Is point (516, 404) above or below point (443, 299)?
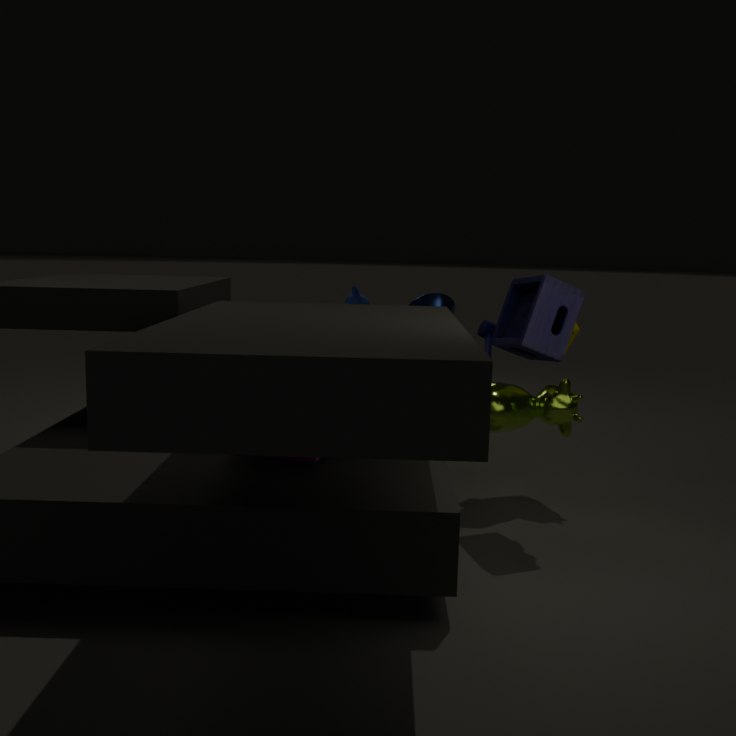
below
